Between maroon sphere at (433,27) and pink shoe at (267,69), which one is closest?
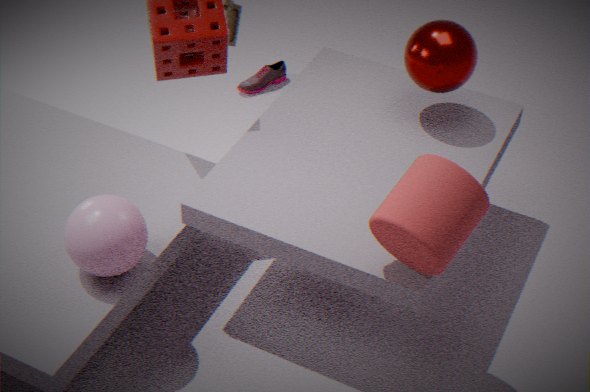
maroon sphere at (433,27)
